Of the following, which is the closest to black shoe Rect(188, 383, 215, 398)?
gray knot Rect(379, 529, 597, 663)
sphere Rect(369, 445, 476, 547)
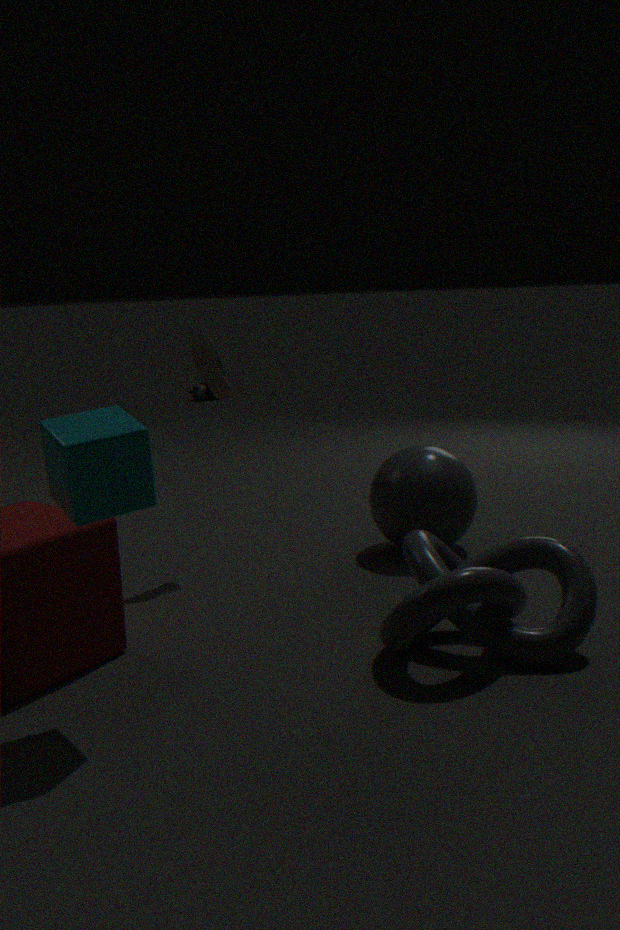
sphere Rect(369, 445, 476, 547)
